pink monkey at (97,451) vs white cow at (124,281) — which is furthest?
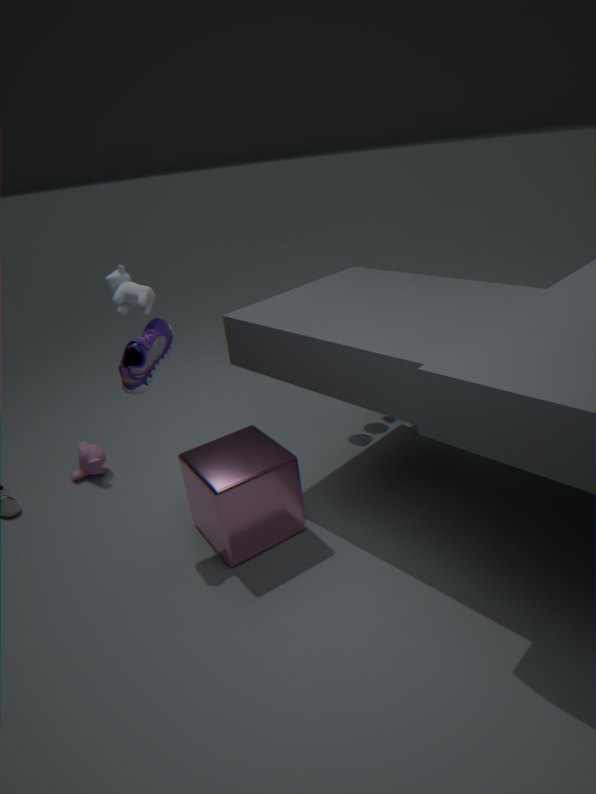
pink monkey at (97,451)
